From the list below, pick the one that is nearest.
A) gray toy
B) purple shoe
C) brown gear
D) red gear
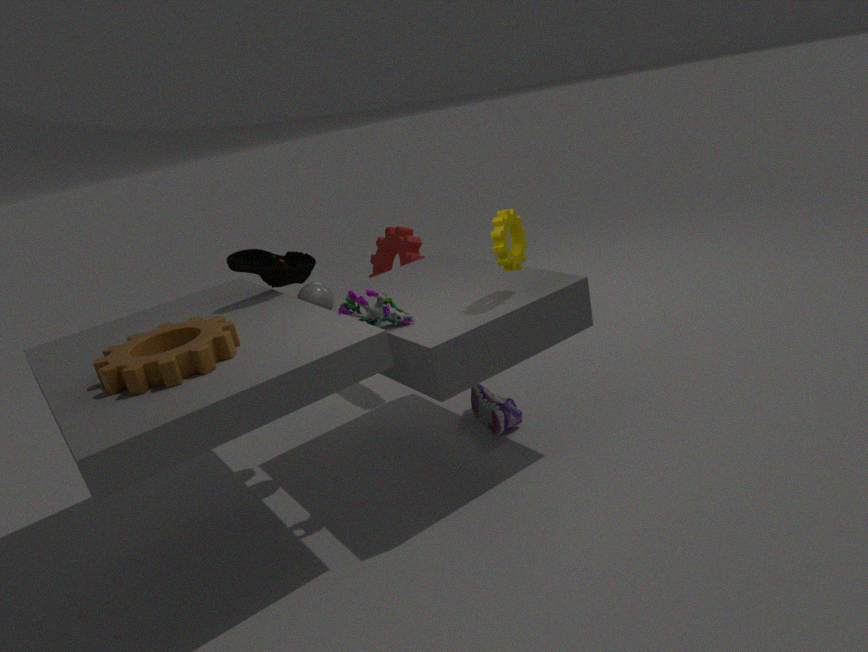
brown gear
